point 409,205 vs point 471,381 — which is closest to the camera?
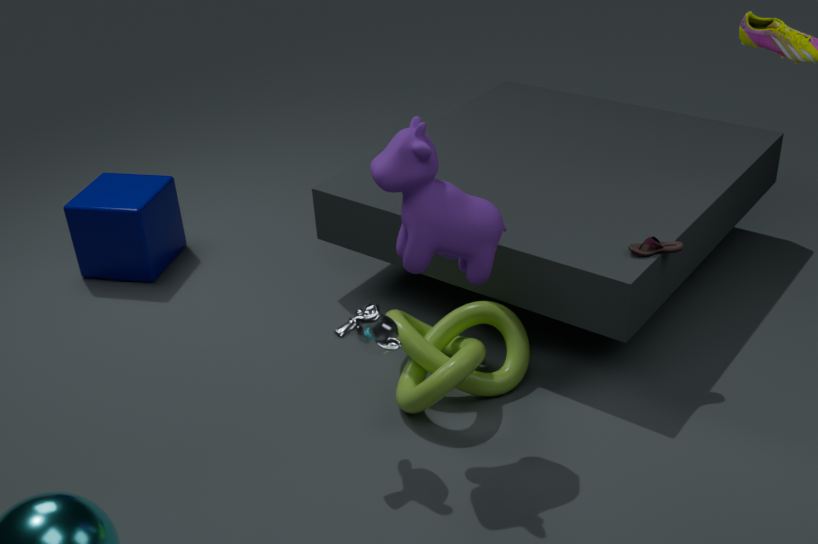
point 409,205
